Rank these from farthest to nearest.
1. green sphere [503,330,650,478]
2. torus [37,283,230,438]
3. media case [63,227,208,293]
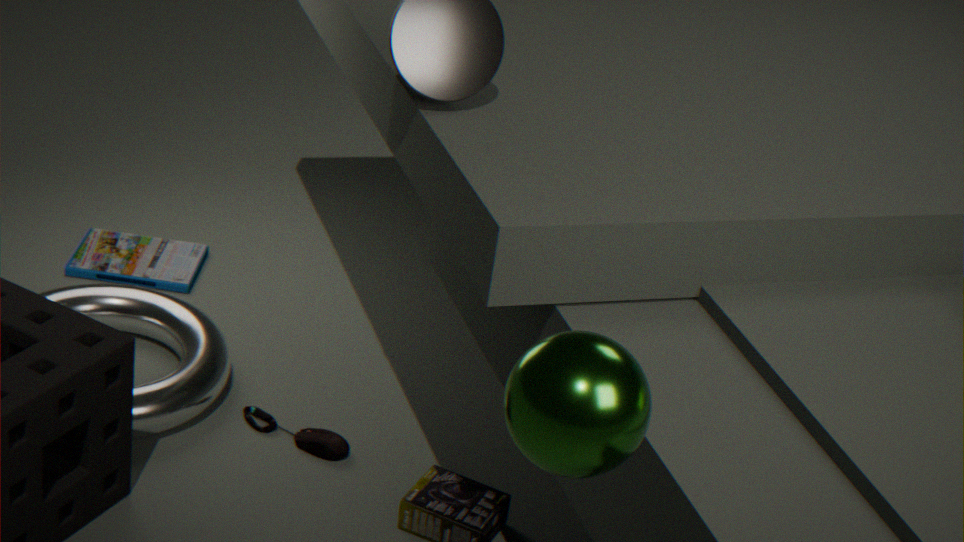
media case [63,227,208,293], torus [37,283,230,438], green sphere [503,330,650,478]
